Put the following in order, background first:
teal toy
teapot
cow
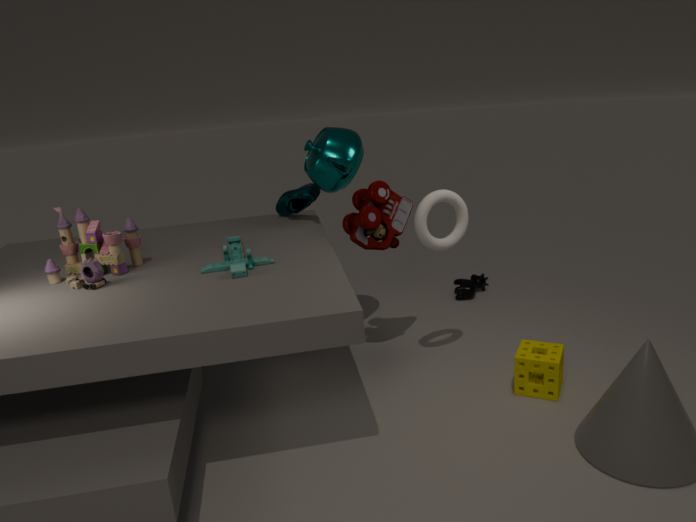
cow, teapot, teal toy
